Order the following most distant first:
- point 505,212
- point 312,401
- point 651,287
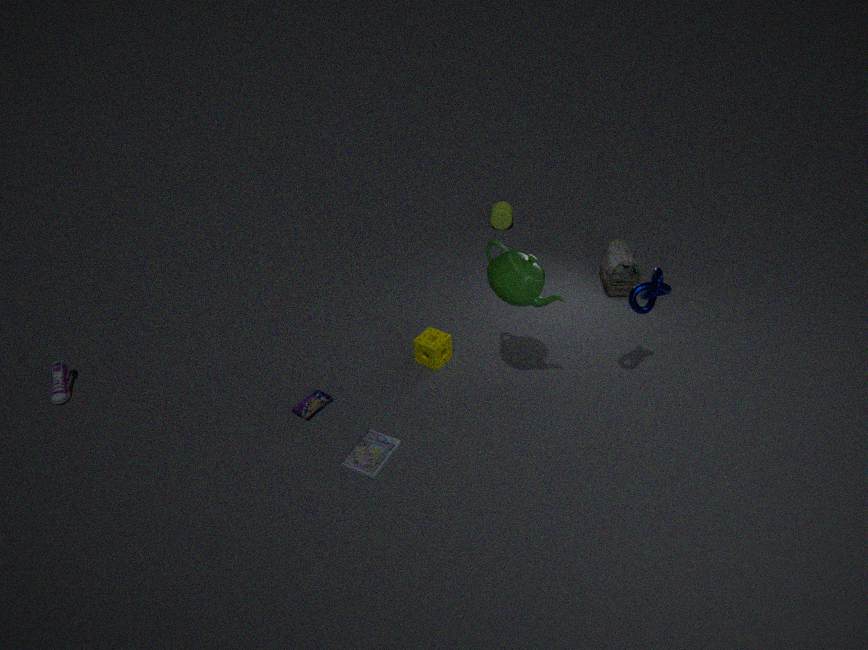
point 505,212, point 312,401, point 651,287
